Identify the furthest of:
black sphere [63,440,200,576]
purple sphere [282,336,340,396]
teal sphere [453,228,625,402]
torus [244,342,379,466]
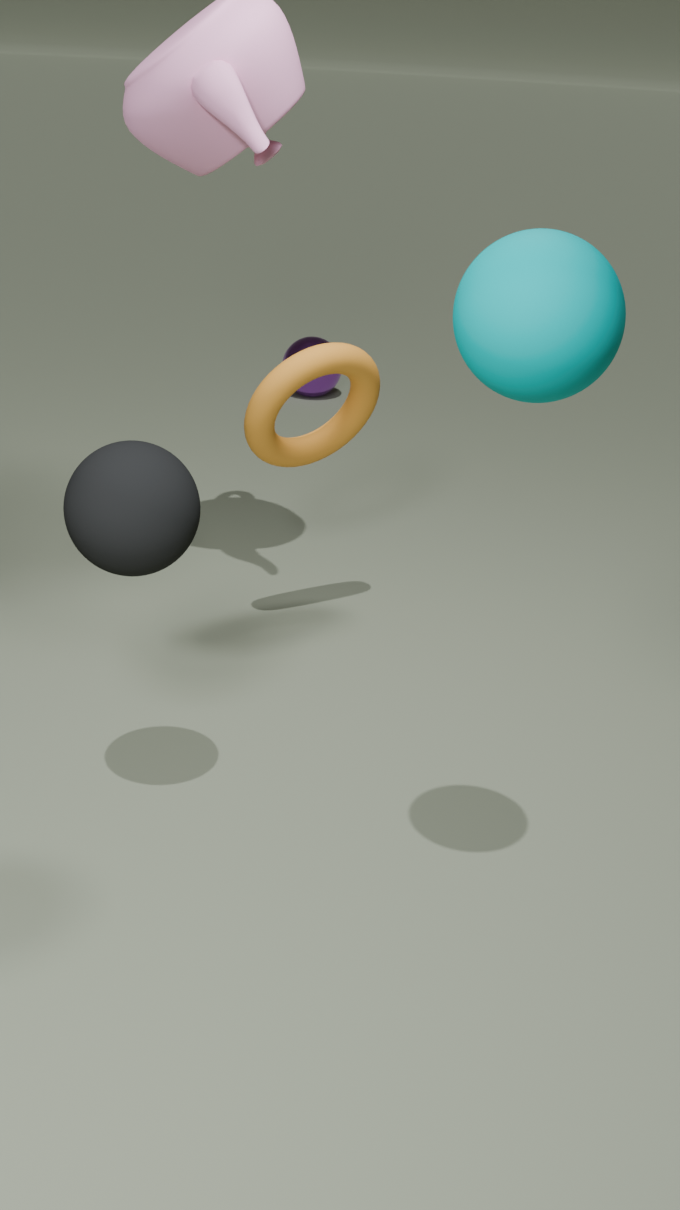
purple sphere [282,336,340,396]
